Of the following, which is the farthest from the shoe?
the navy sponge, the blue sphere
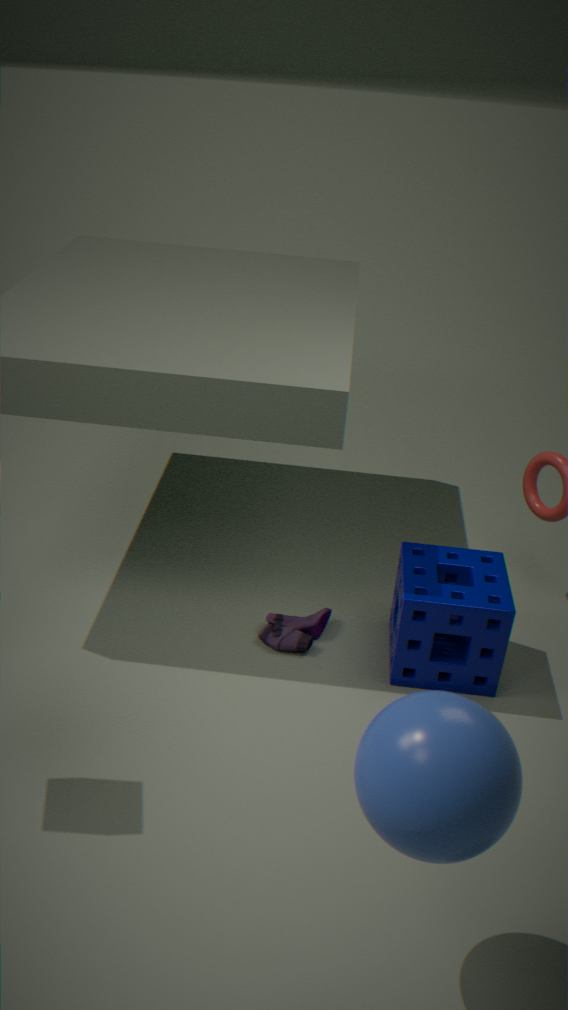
the blue sphere
